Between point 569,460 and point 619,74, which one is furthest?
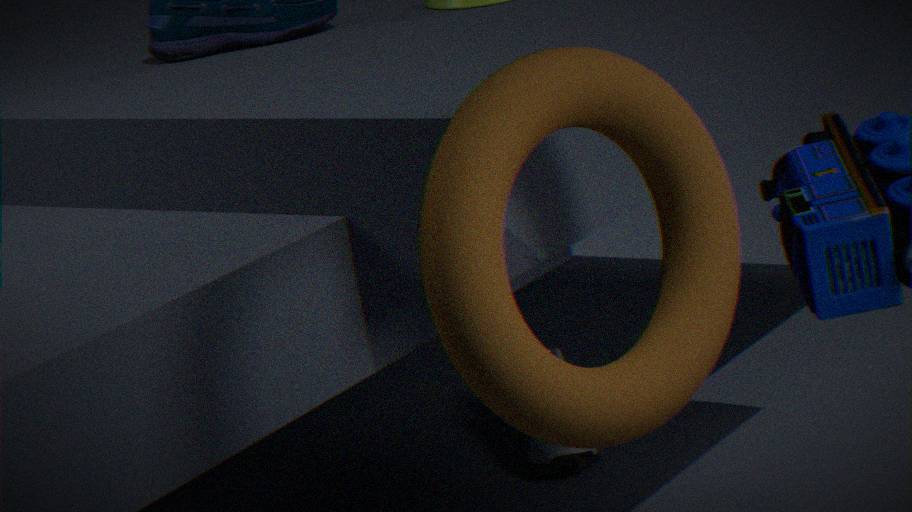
point 569,460
